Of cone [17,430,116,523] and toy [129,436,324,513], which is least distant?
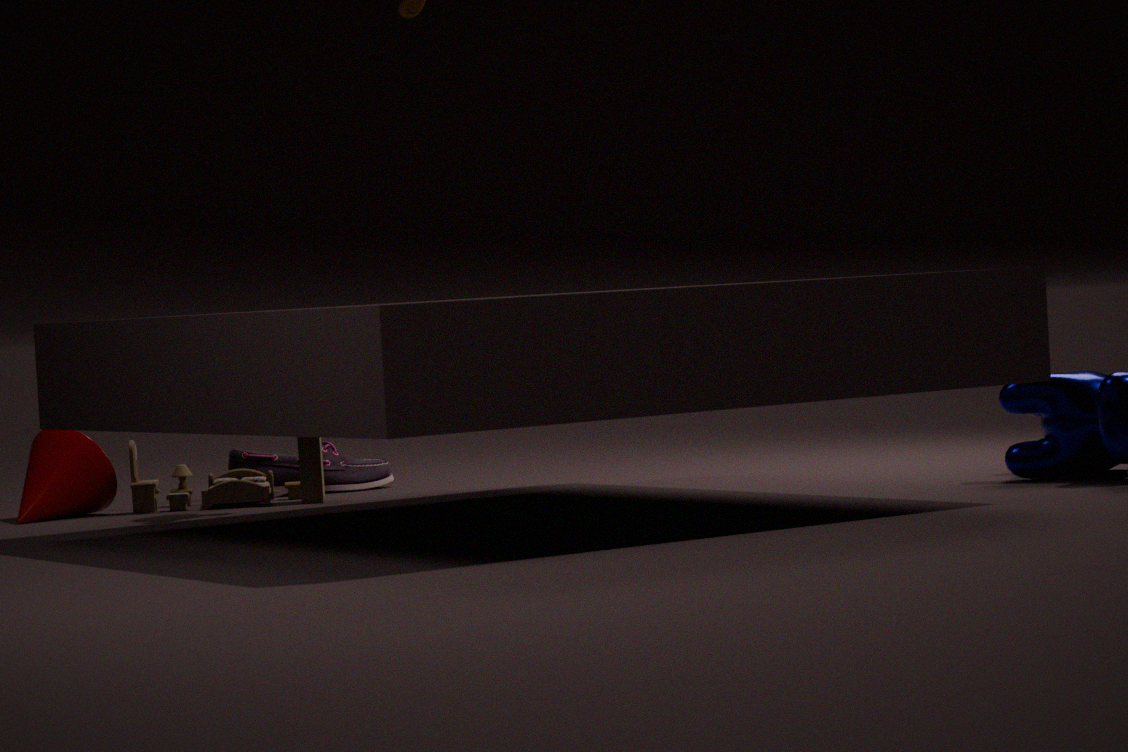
cone [17,430,116,523]
